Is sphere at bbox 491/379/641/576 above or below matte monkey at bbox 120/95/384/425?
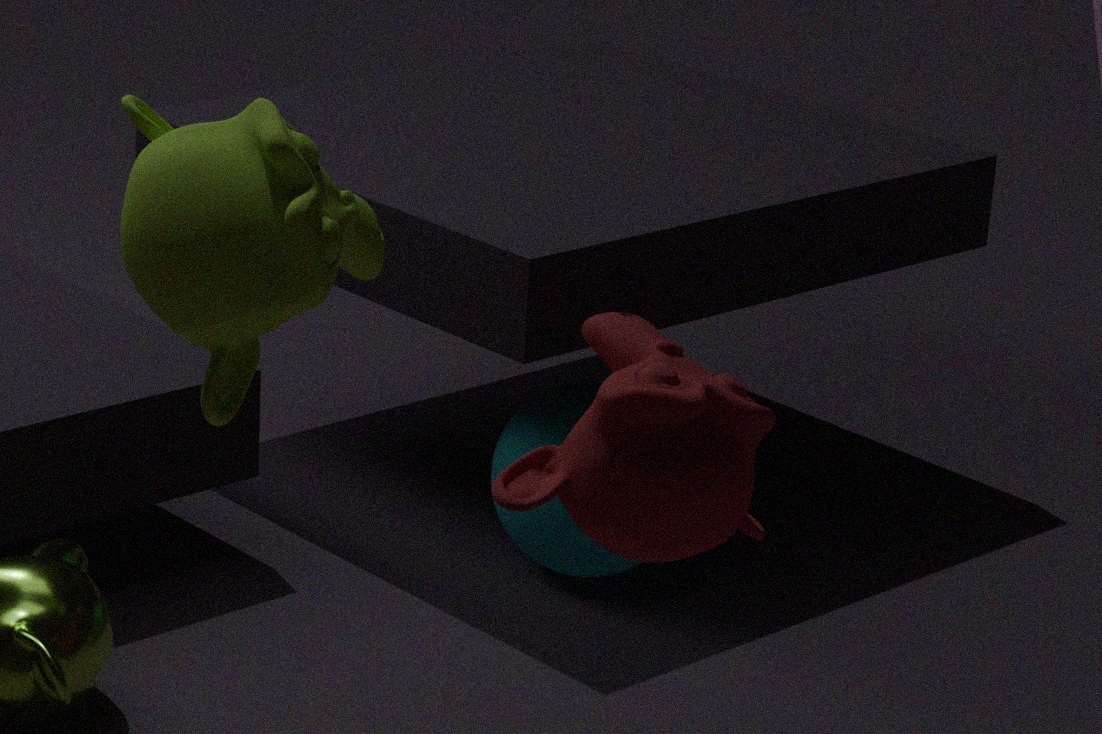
below
